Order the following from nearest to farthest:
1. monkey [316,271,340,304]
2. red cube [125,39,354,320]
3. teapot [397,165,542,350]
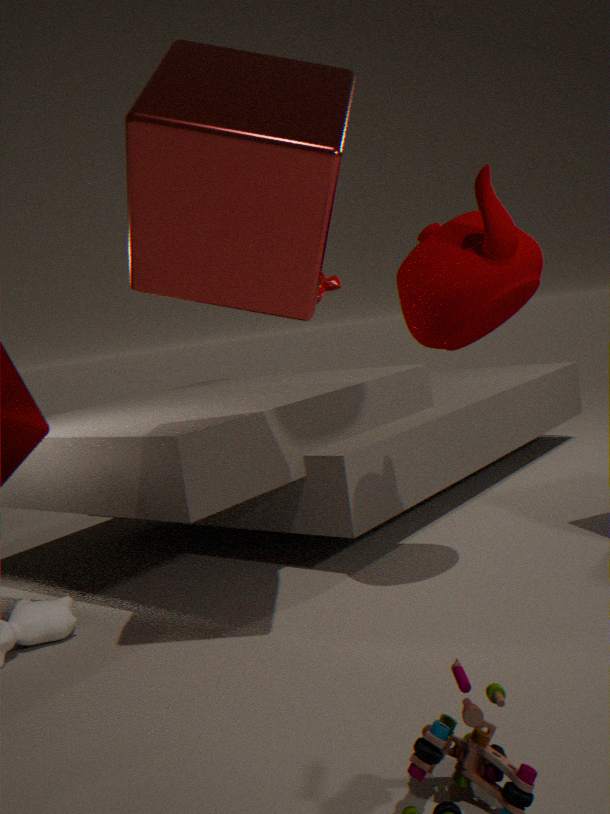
red cube [125,39,354,320] < teapot [397,165,542,350] < monkey [316,271,340,304]
